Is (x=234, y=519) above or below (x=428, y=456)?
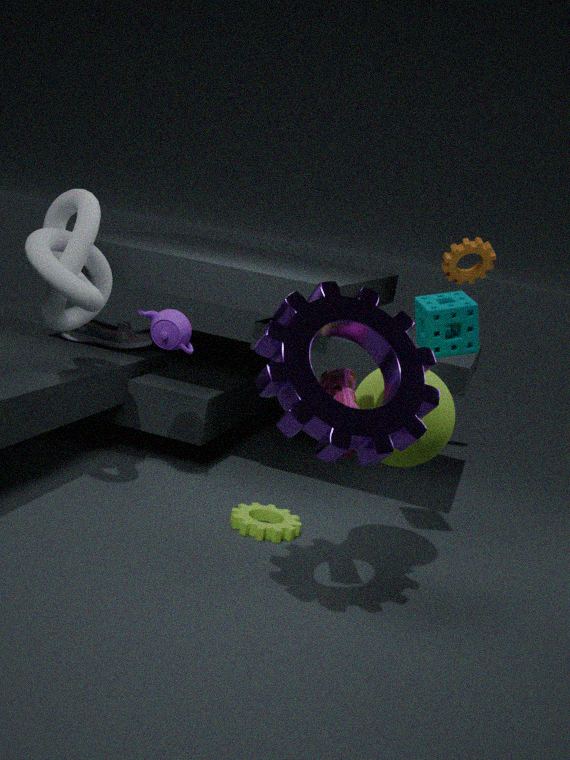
below
